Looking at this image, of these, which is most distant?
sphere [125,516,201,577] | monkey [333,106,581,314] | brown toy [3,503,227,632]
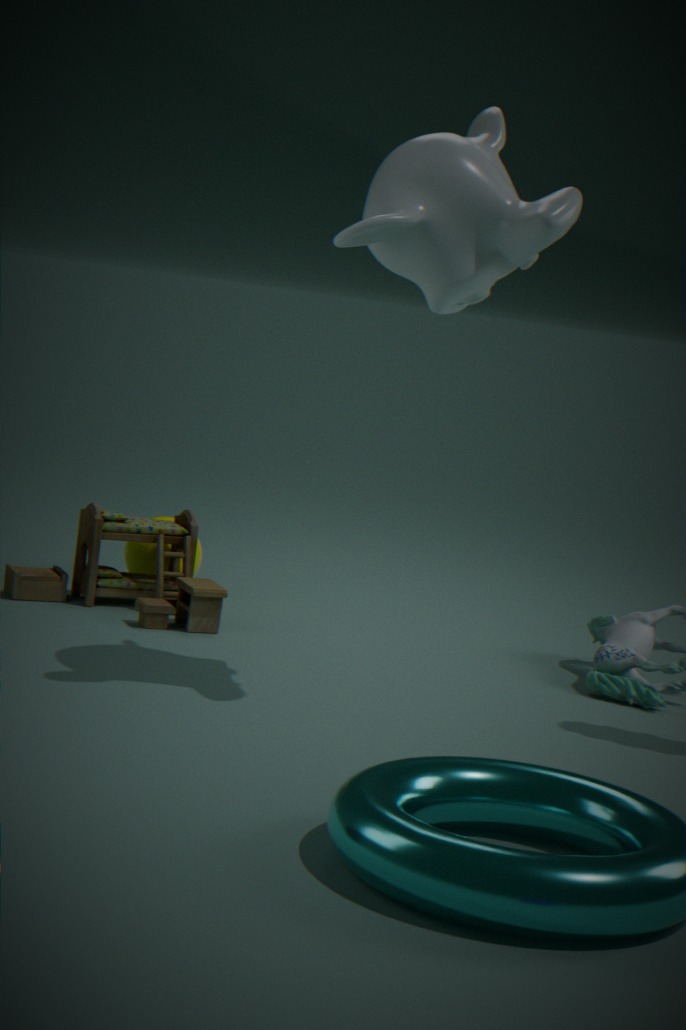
sphere [125,516,201,577]
